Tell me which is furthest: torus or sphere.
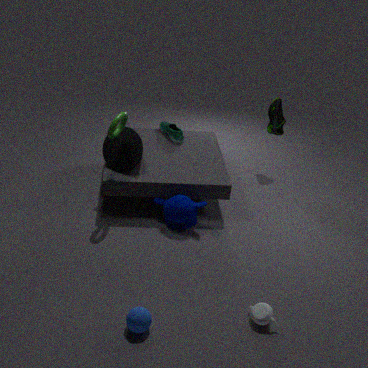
torus
